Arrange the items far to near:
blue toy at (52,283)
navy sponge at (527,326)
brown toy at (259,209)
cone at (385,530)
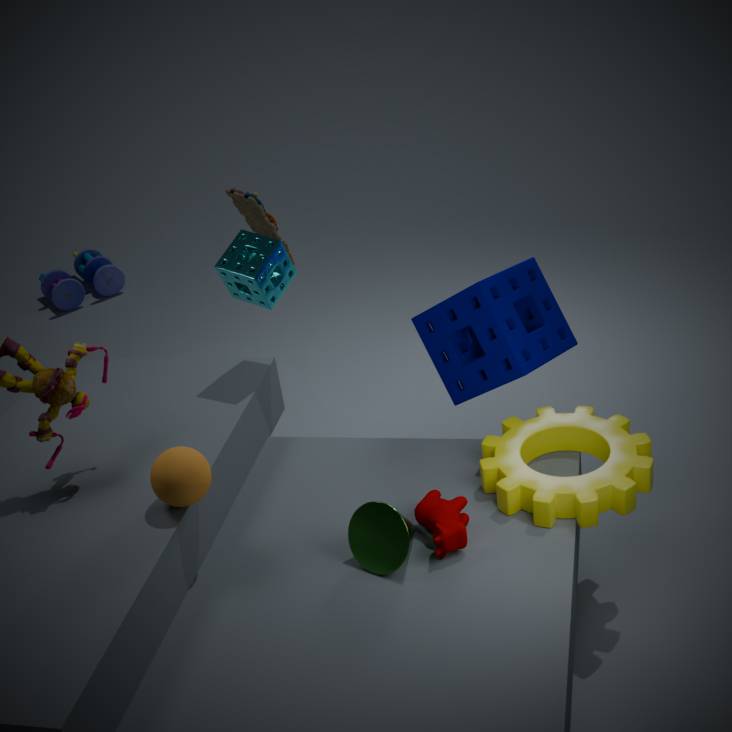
blue toy at (52,283) < brown toy at (259,209) < navy sponge at (527,326) < cone at (385,530)
